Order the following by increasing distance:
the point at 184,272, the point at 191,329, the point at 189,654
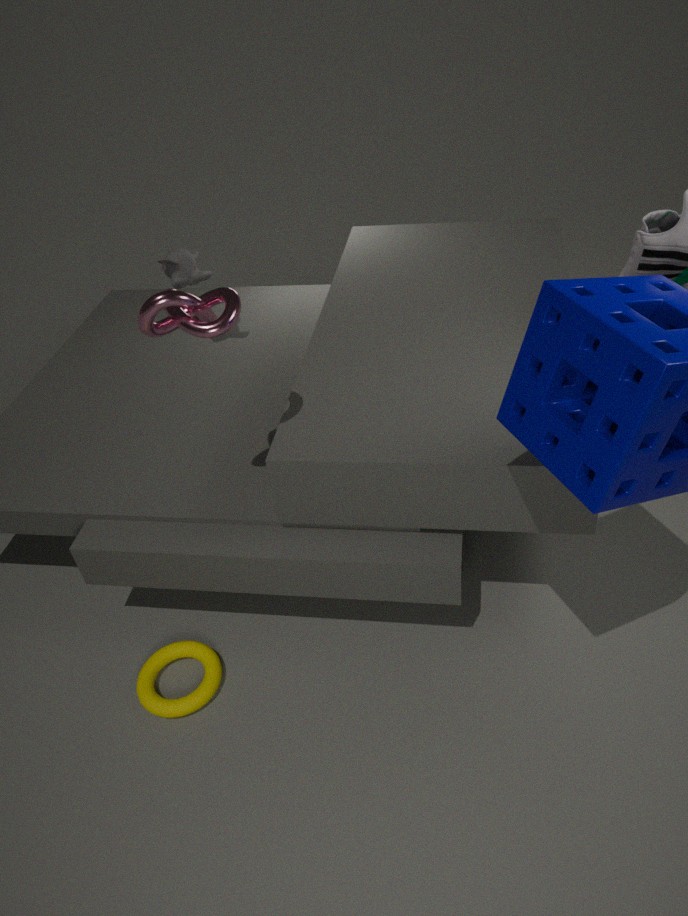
the point at 191,329
the point at 189,654
the point at 184,272
